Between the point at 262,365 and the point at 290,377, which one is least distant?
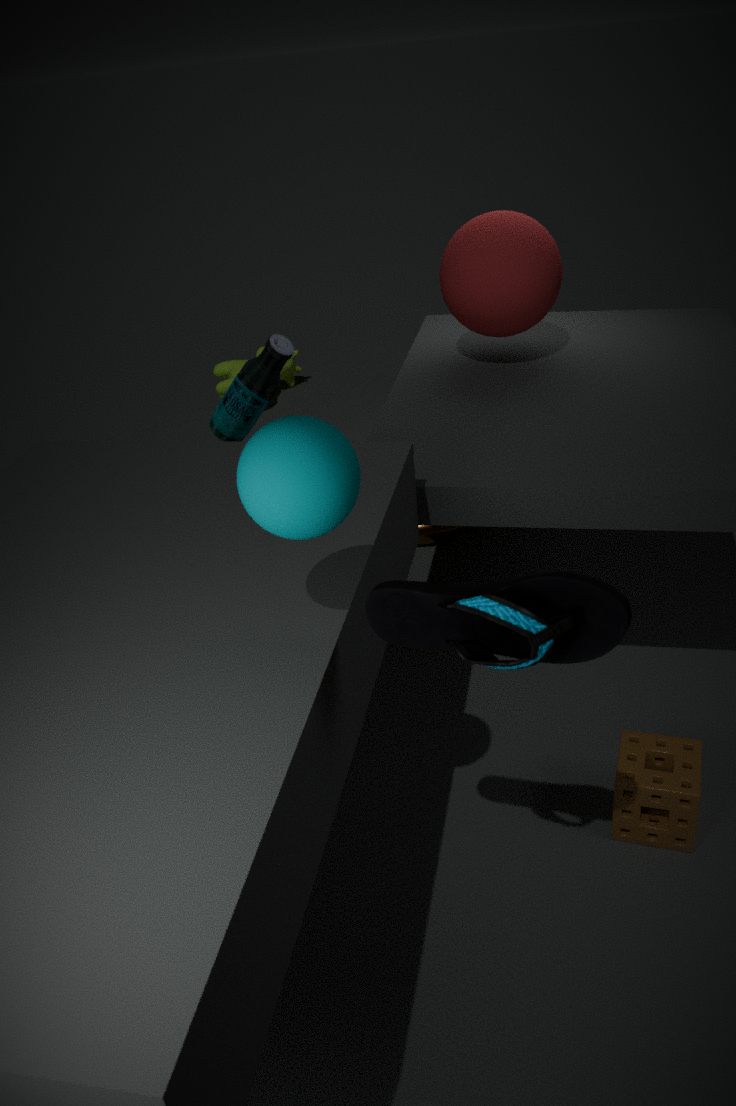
the point at 262,365
